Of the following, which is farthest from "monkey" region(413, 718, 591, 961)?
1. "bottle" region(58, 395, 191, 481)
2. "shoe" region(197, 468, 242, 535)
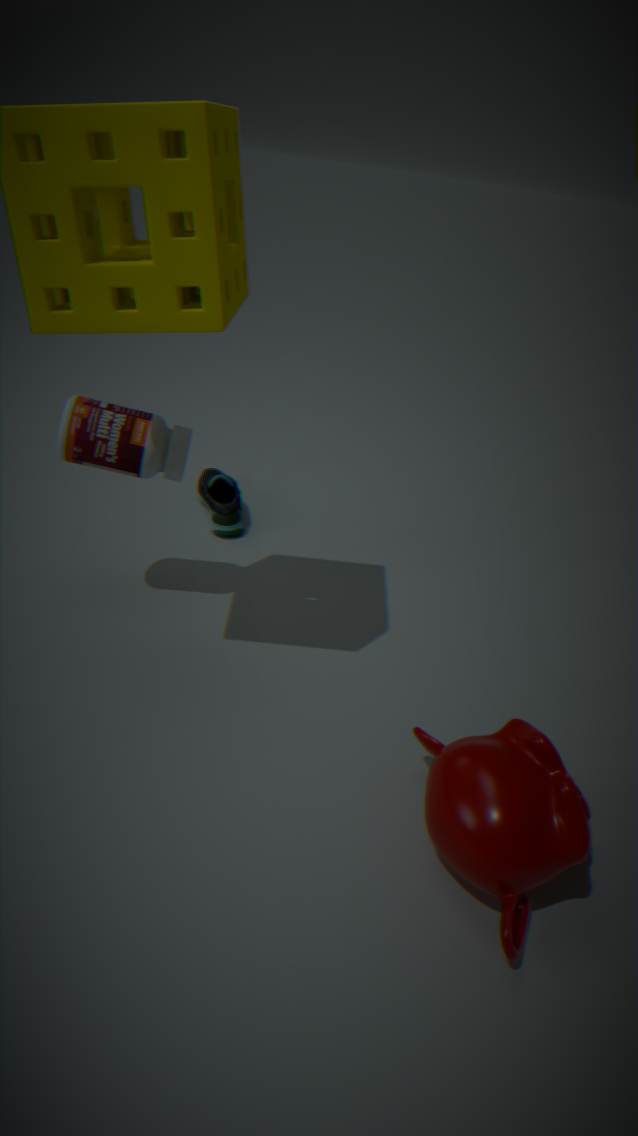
"shoe" region(197, 468, 242, 535)
